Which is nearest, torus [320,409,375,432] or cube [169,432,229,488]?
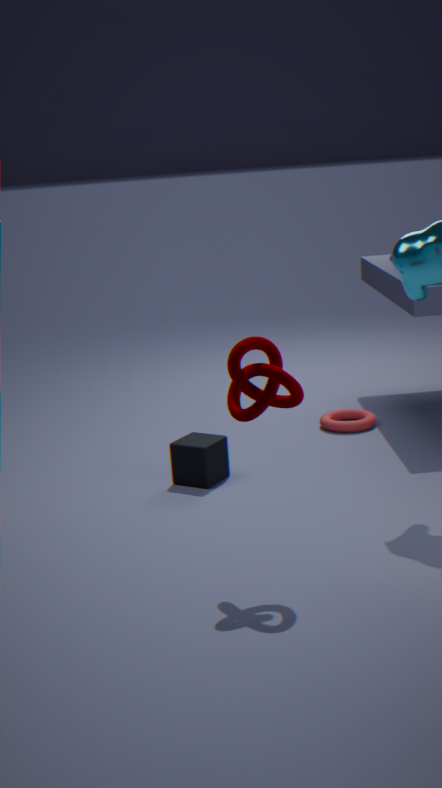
cube [169,432,229,488]
